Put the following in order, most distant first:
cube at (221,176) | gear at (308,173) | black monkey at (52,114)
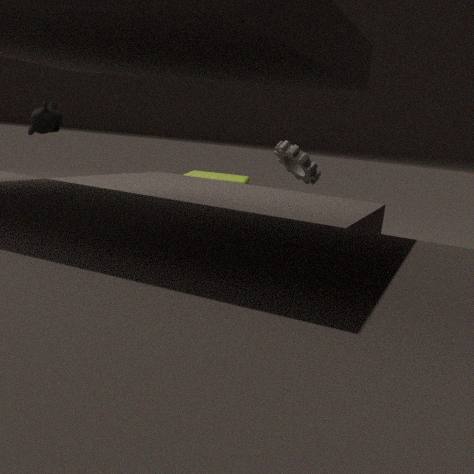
cube at (221,176)
black monkey at (52,114)
gear at (308,173)
